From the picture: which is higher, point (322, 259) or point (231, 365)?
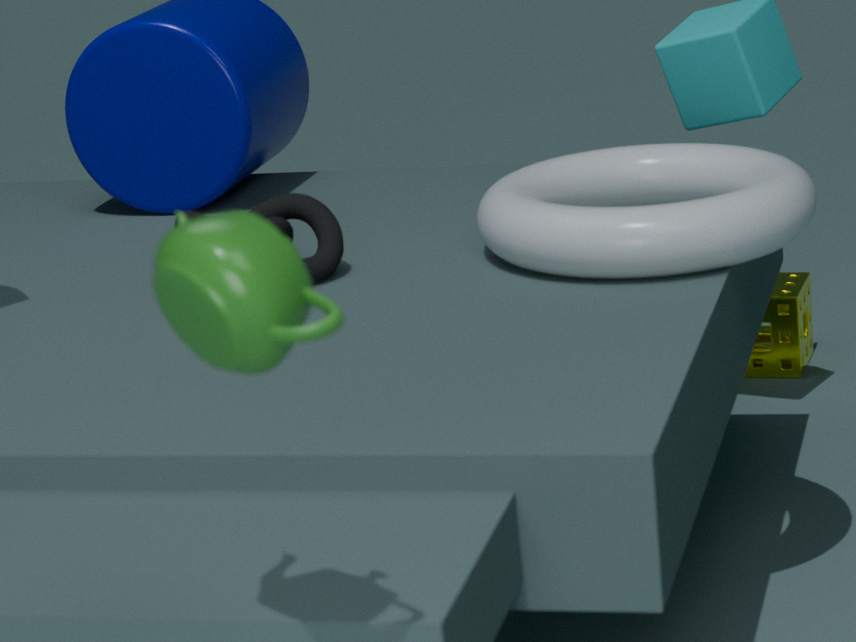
point (231, 365)
